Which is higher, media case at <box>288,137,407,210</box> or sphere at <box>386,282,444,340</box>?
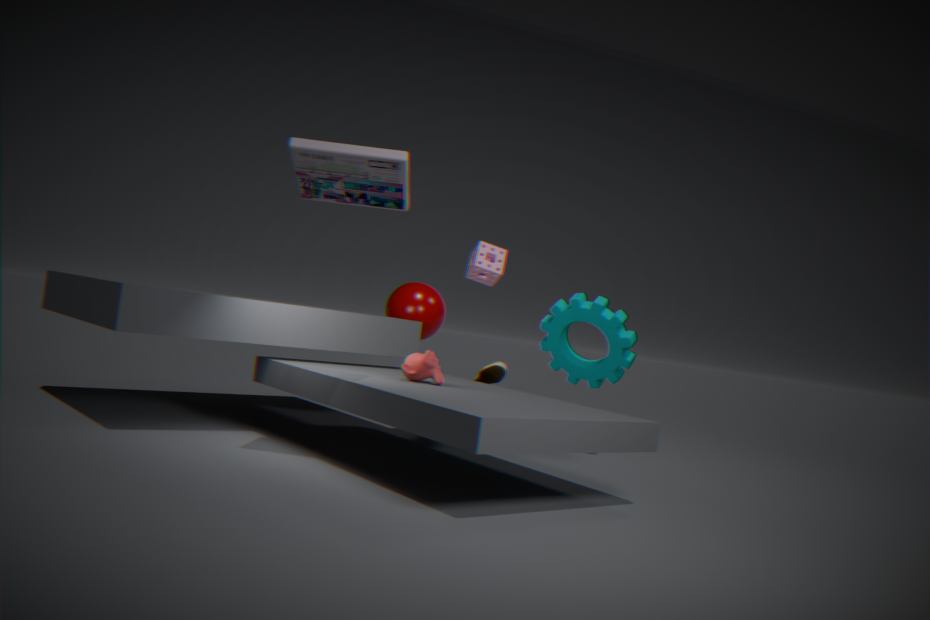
media case at <box>288,137,407,210</box>
